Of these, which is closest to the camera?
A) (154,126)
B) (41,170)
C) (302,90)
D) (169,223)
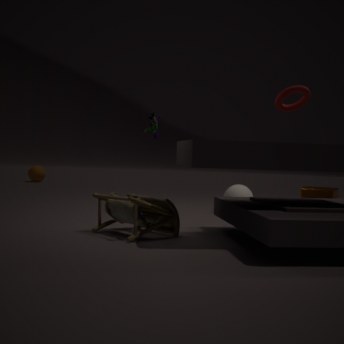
(302,90)
